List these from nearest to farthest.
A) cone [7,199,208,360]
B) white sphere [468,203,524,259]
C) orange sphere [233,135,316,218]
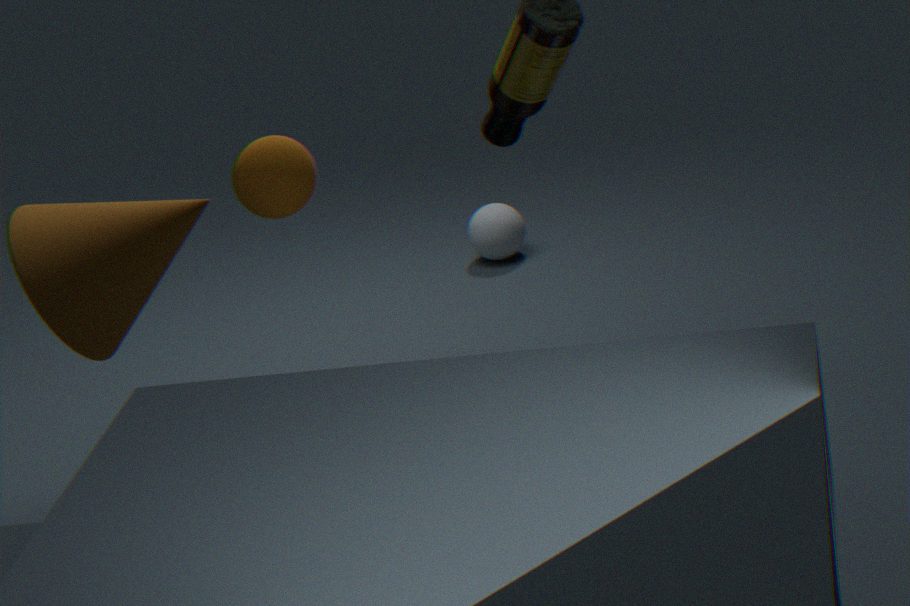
1. orange sphere [233,135,316,218]
2. cone [7,199,208,360]
3. white sphere [468,203,524,259]
